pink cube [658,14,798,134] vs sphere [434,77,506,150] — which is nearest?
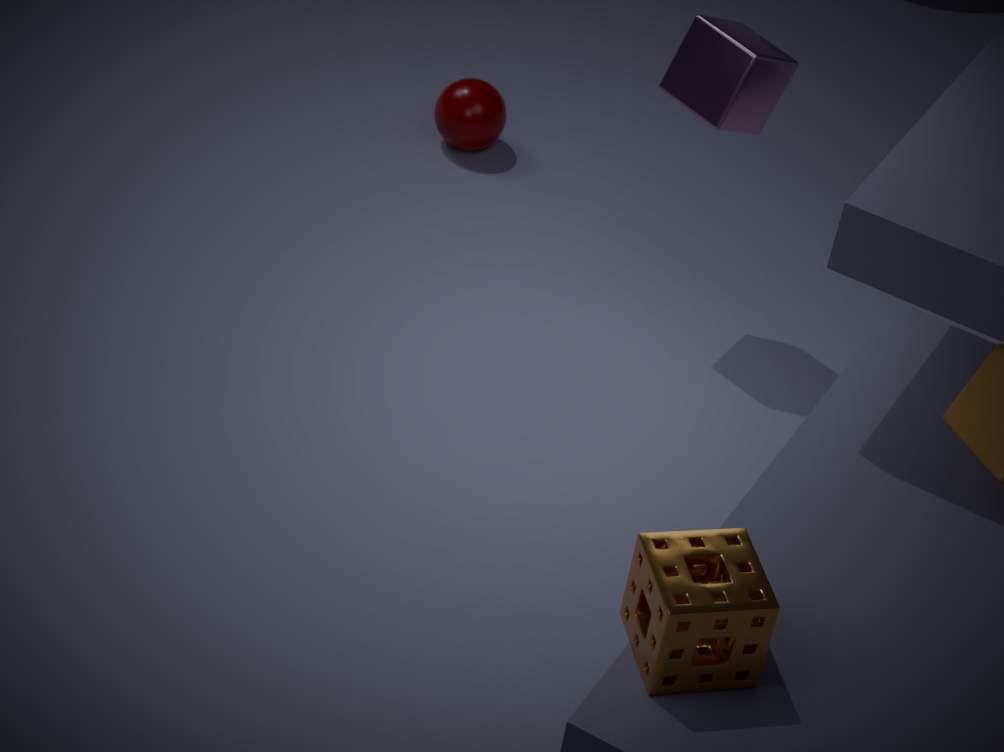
pink cube [658,14,798,134]
